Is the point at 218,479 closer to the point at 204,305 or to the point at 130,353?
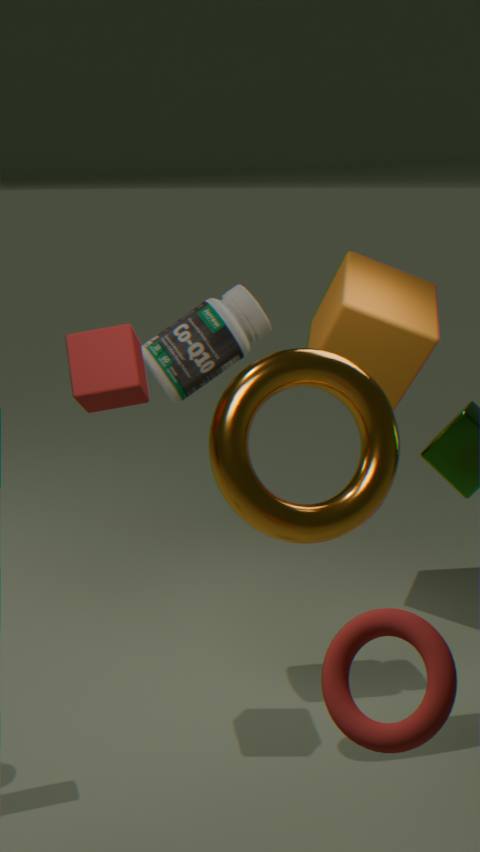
the point at 204,305
